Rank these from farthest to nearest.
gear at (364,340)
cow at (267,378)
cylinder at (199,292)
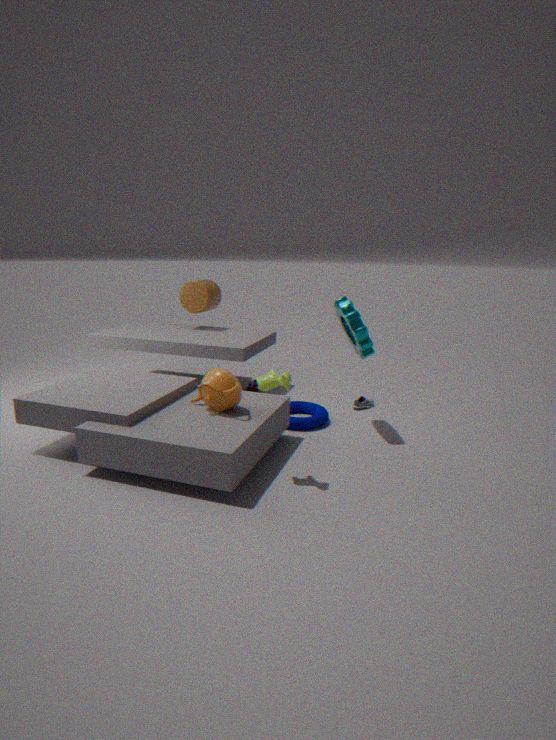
cylinder at (199,292) → gear at (364,340) → cow at (267,378)
